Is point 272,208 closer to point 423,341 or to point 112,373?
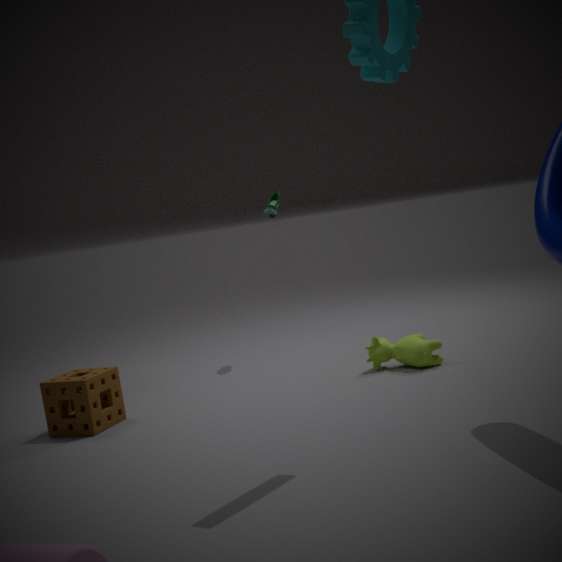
point 423,341
